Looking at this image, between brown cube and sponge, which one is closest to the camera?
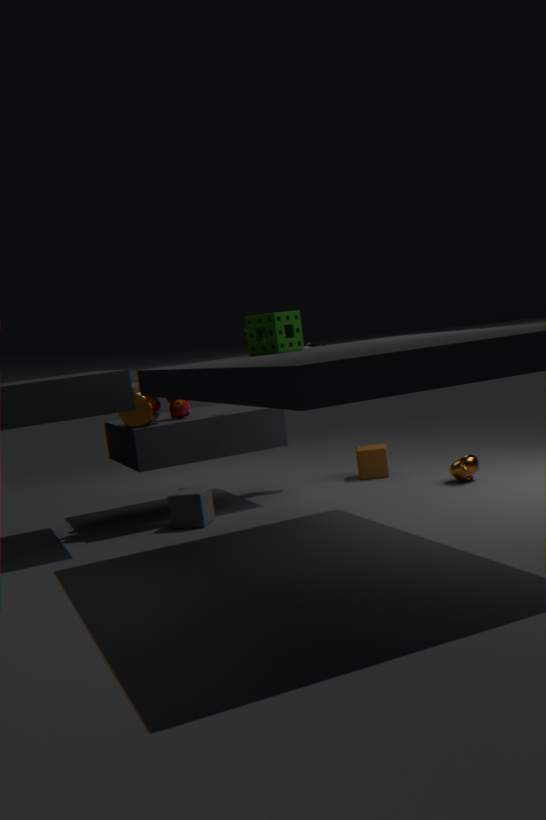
sponge
